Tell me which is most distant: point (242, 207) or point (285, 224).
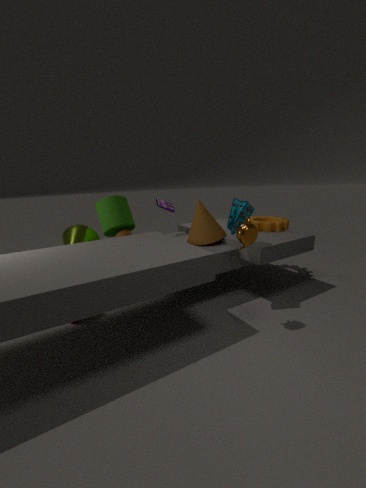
point (285, 224)
